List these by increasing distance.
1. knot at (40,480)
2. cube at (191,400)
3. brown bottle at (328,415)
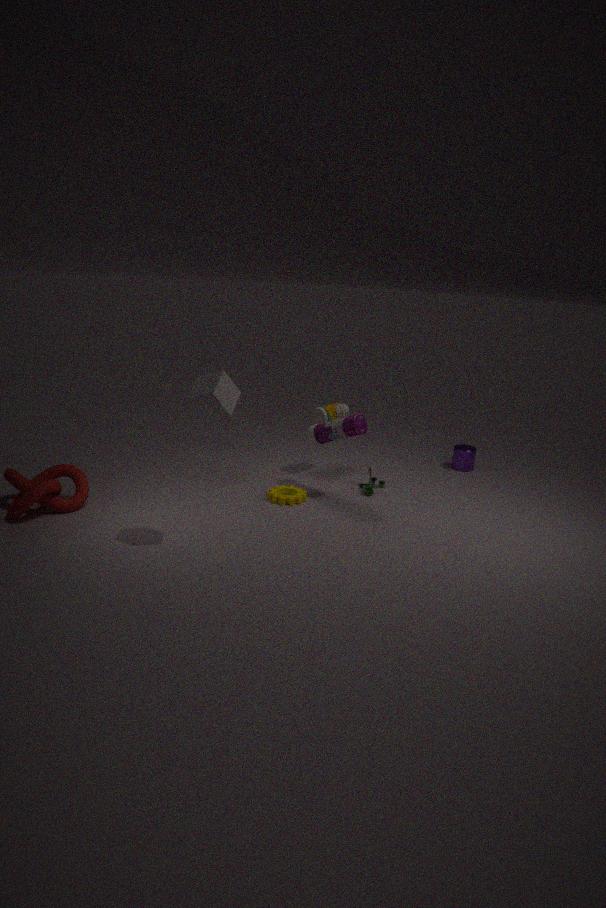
cube at (191,400), knot at (40,480), brown bottle at (328,415)
